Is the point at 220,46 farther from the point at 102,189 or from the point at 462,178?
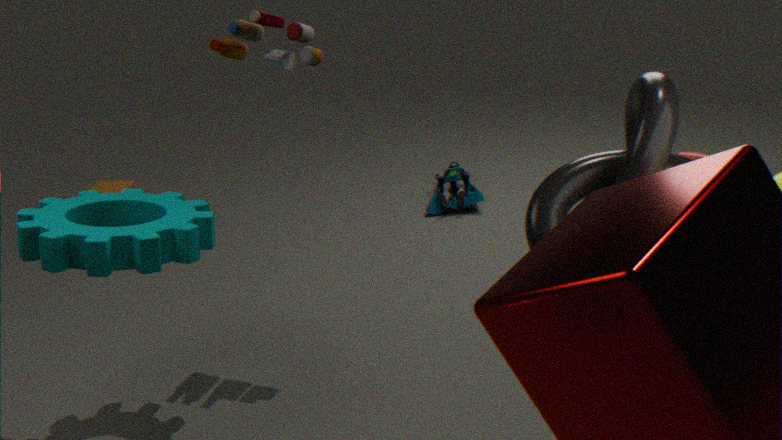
the point at 102,189
